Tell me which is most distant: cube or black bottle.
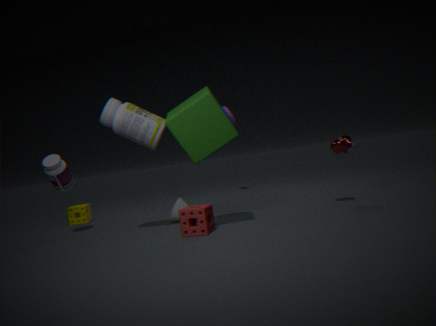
black bottle
